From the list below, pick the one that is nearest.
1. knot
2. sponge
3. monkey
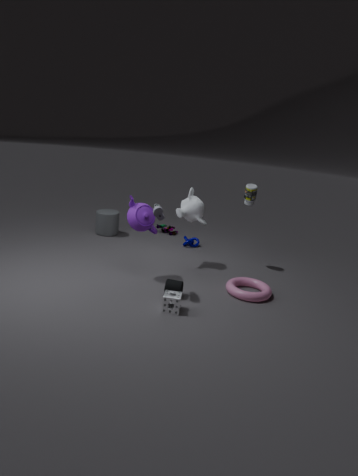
sponge
